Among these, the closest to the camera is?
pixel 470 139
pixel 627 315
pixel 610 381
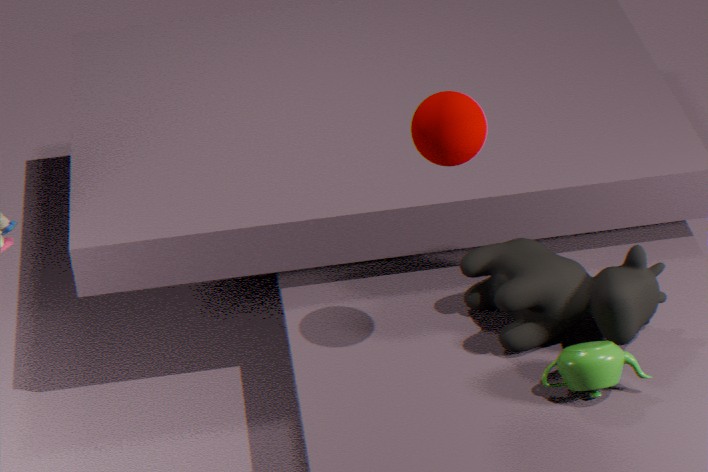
pixel 470 139
